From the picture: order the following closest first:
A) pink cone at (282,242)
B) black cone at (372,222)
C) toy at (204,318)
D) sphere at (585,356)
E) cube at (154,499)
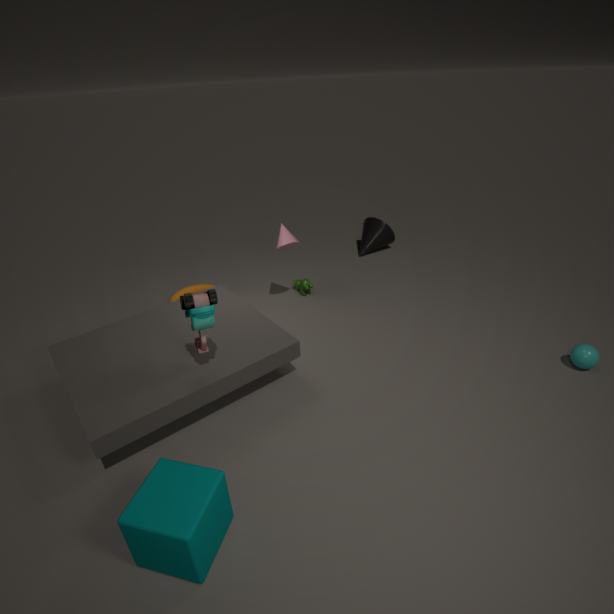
cube at (154,499), toy at (204,318), sphere at (585,356), pink cone at (282,242), black cone at (372,222)
